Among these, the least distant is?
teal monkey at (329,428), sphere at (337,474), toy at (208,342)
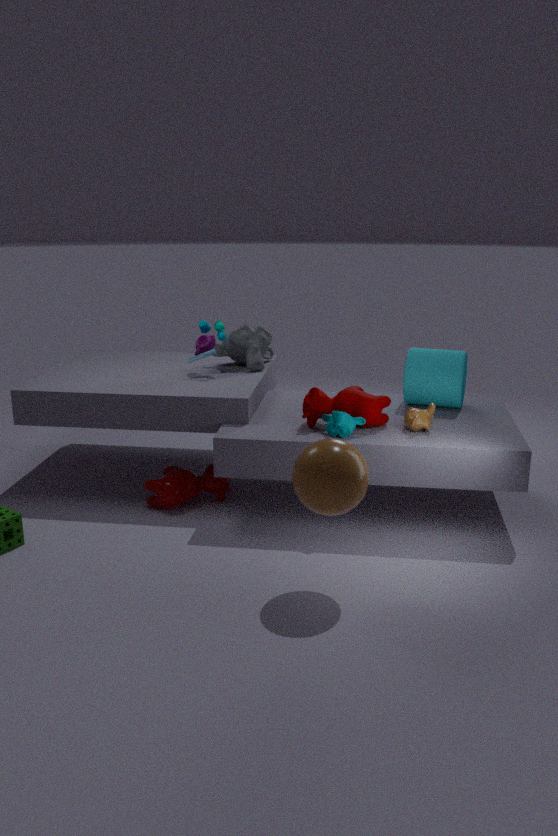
sphere at (337,474)
